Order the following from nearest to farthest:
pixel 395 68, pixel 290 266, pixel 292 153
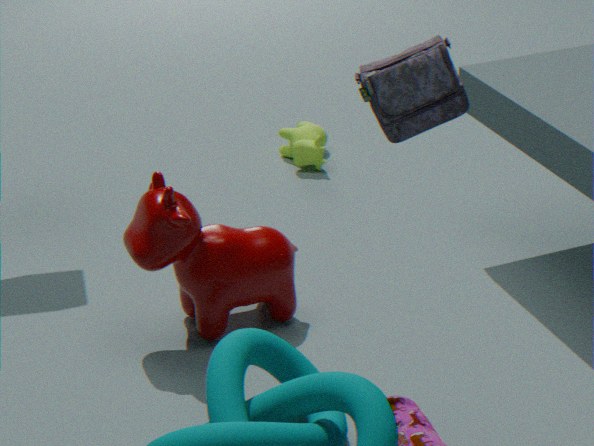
pixel 395 68, pixel 290 266, pixel 292 153
